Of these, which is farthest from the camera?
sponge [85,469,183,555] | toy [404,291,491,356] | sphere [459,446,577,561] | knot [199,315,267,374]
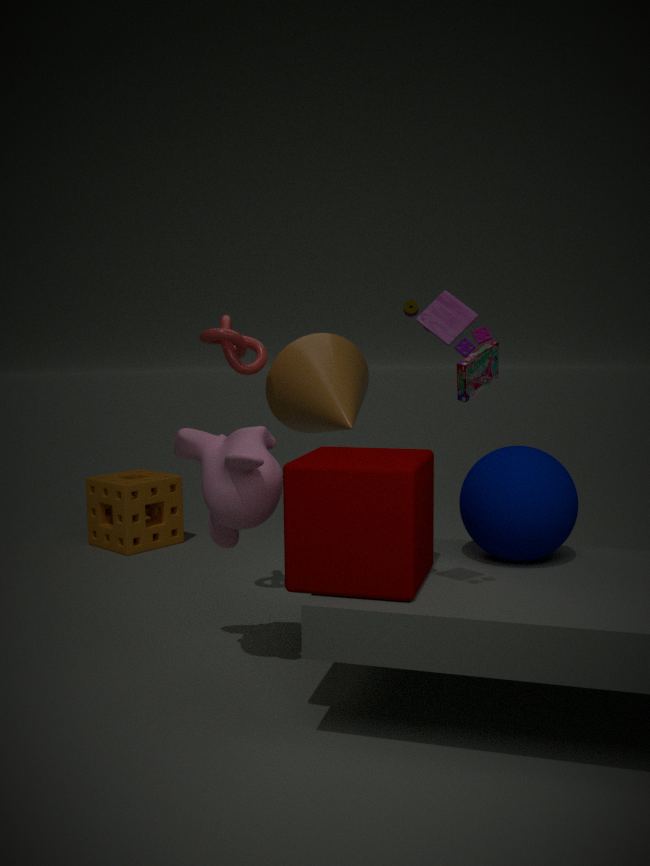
sponge [85,469,183,555]
